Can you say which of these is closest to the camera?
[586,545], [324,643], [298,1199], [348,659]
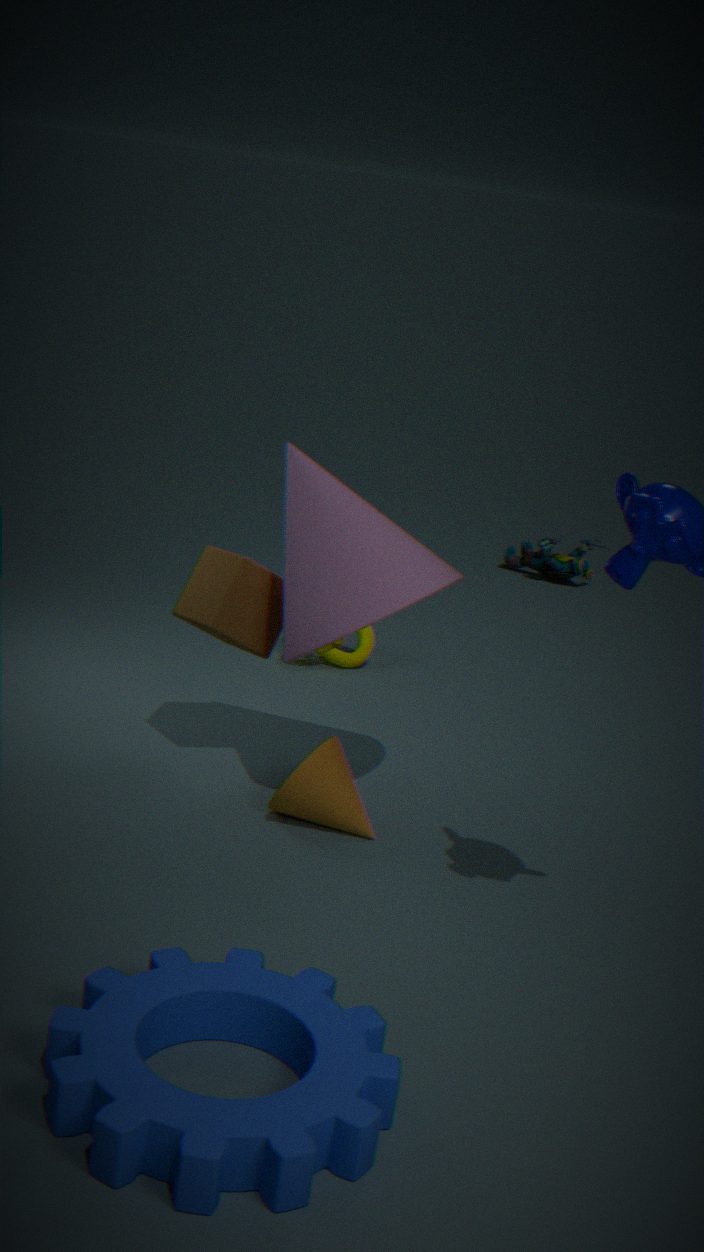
[298,1199]
